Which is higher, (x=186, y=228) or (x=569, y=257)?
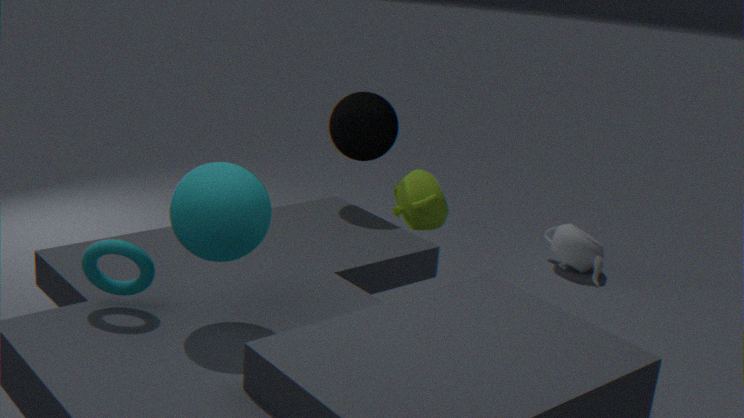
(x=186, y=228)
